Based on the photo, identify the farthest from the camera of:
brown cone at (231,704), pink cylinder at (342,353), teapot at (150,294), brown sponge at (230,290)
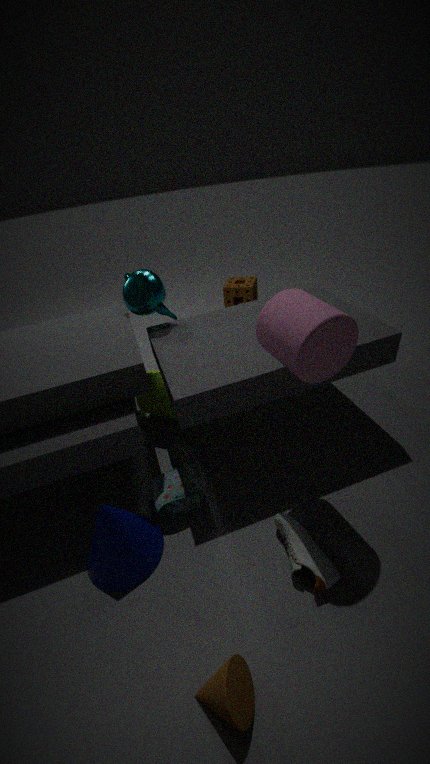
brown sponge at (230,290)
